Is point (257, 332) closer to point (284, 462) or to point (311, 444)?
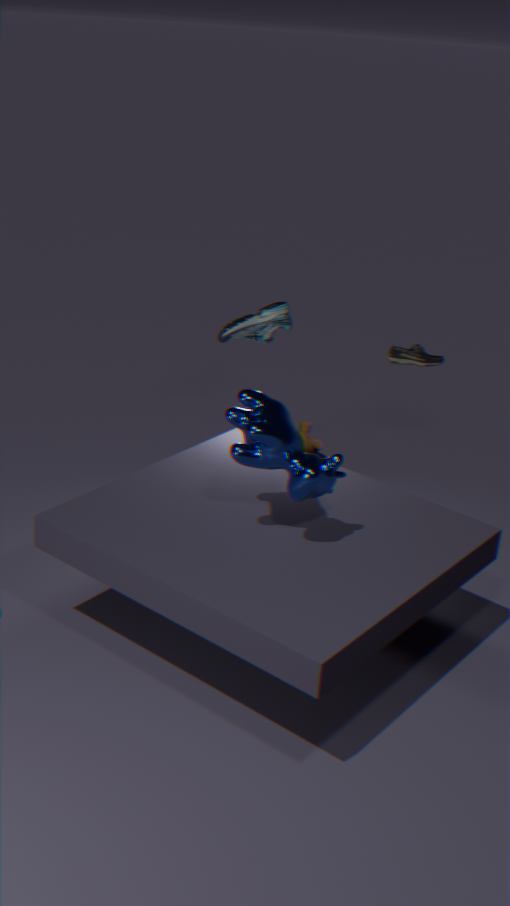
point (284, 462)
